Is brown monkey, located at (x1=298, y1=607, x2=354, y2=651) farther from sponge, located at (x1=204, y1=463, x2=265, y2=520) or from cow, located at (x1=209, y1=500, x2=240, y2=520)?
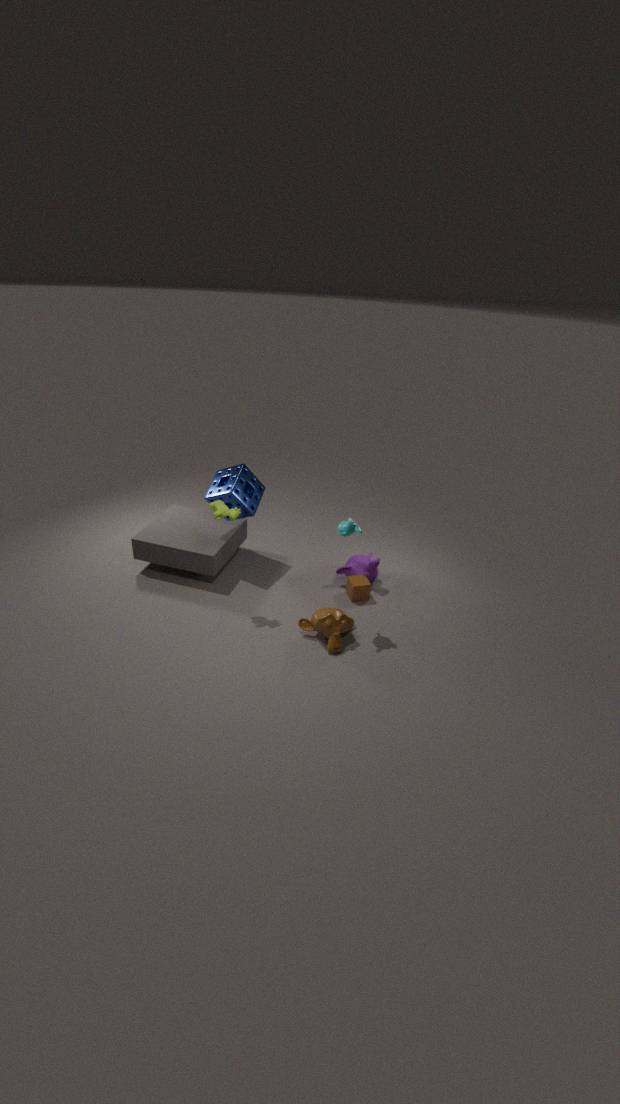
sponge, located at (x1=204, y1=463, x2=265, y2=520)
